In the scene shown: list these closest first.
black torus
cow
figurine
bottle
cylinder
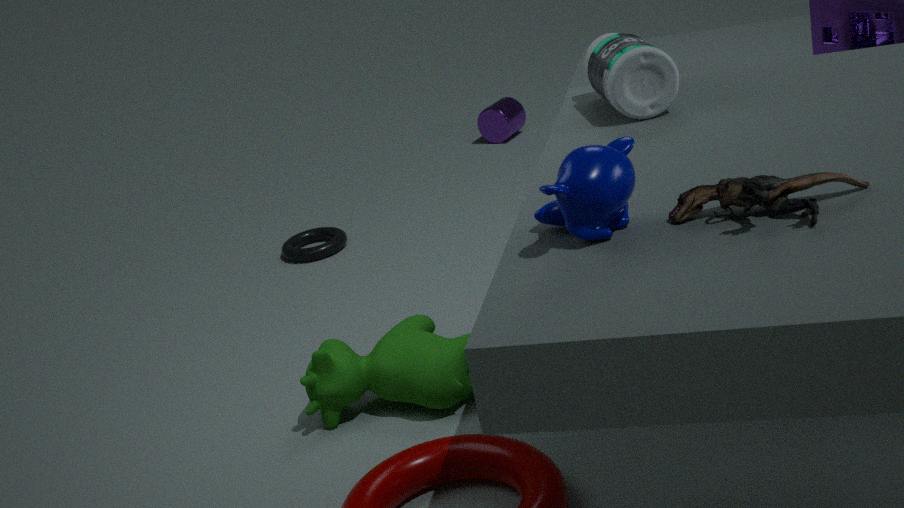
figurine, bottle, cow, black torus, cylinder
